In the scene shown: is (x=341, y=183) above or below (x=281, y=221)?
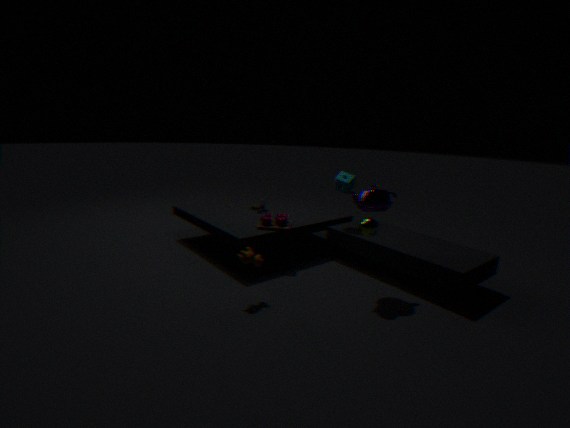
above
